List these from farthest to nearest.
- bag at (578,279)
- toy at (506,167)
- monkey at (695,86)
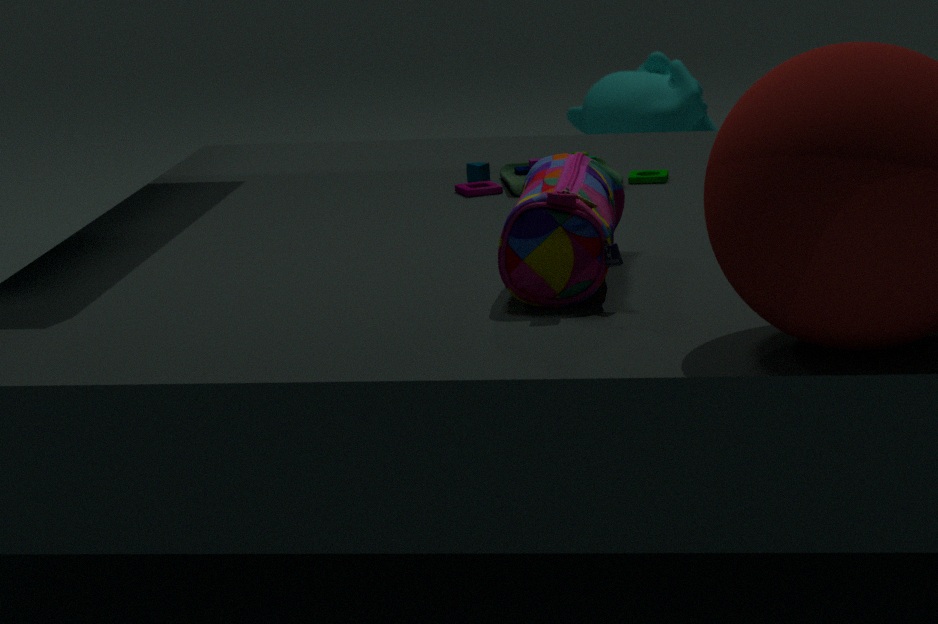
monkey at (695,86) → toy at (506,167) → bag at (578,279)
